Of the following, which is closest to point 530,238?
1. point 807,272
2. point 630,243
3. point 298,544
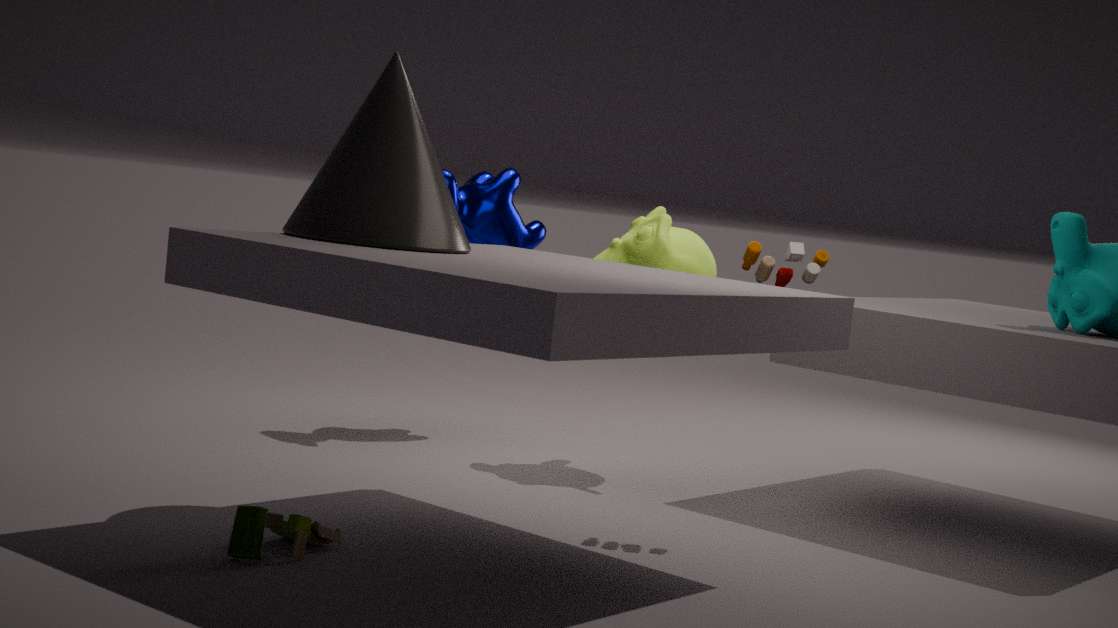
point 630,243
